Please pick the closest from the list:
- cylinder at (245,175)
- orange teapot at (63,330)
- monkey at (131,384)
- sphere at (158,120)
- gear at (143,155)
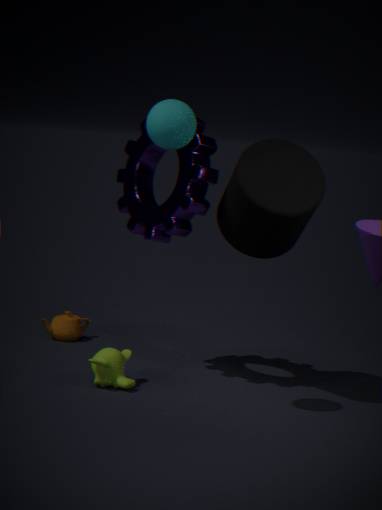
sphere at (158,120)
